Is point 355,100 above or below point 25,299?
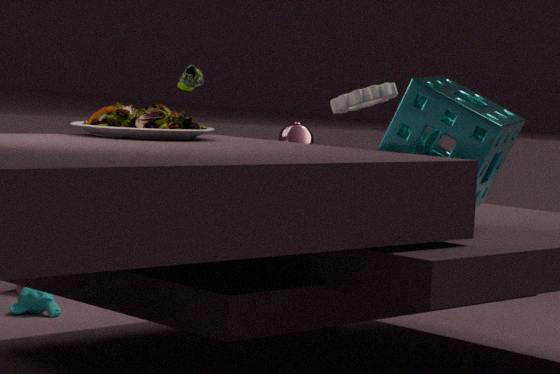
above
